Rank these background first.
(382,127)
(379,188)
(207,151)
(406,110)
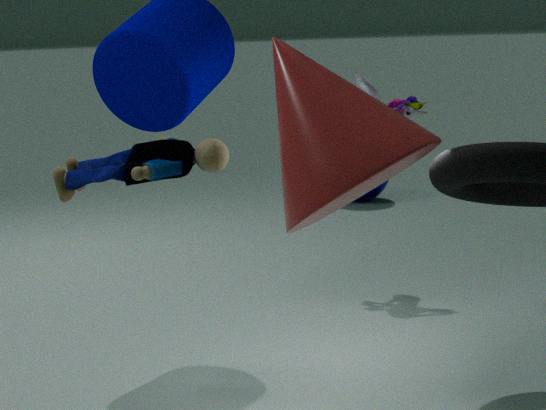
1. (379,188)
2. (406,110)
3. (207,151)
4. (382,127)
